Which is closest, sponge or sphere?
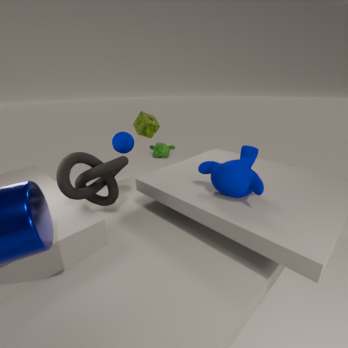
sphere
